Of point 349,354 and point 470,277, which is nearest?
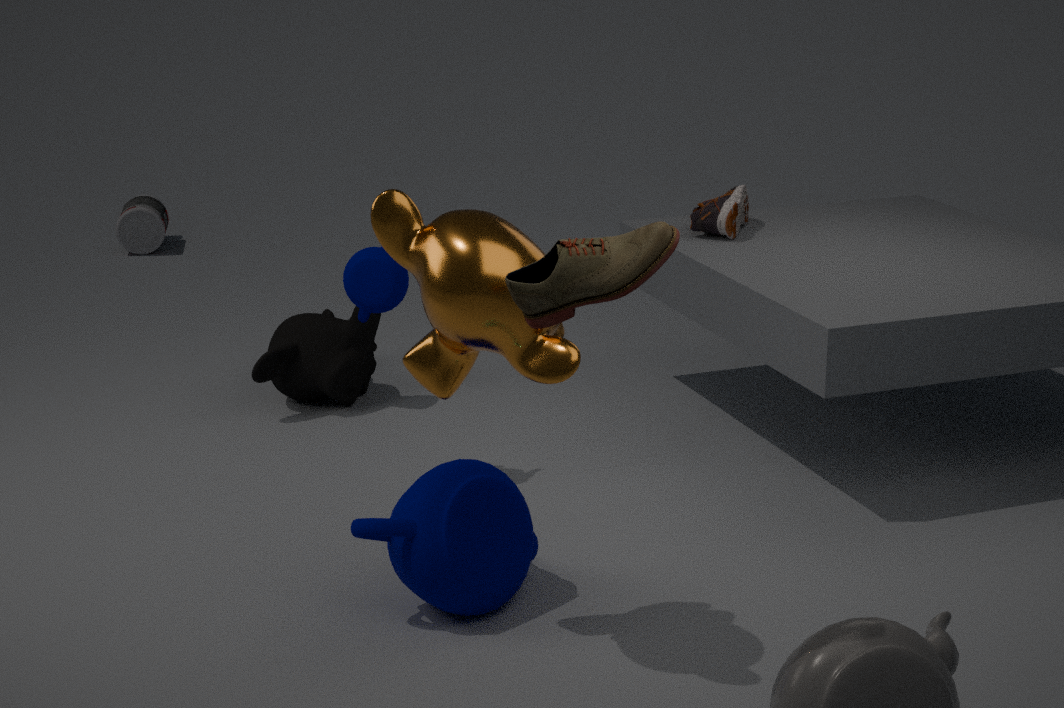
point 470,277
